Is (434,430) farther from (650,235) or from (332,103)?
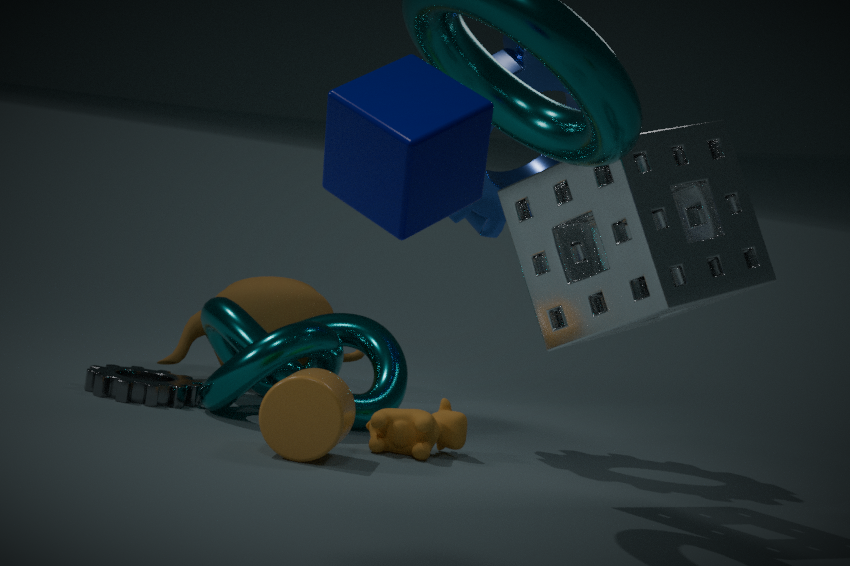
(332,103)
